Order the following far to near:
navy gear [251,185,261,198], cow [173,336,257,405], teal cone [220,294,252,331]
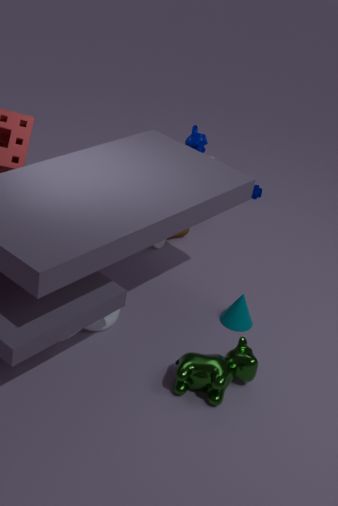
navy gear [251,185,261,198] → teal cone [220,294,252,331] → cow [173,336,257,405]
